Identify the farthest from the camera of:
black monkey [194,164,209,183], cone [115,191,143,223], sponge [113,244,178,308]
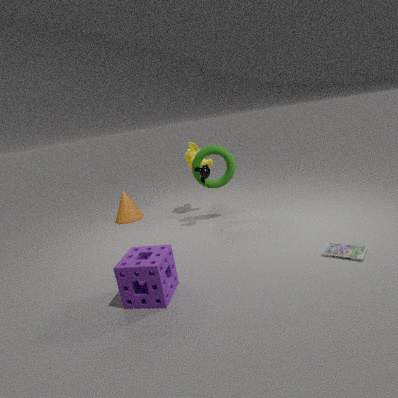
cone [115,191,143,223]
